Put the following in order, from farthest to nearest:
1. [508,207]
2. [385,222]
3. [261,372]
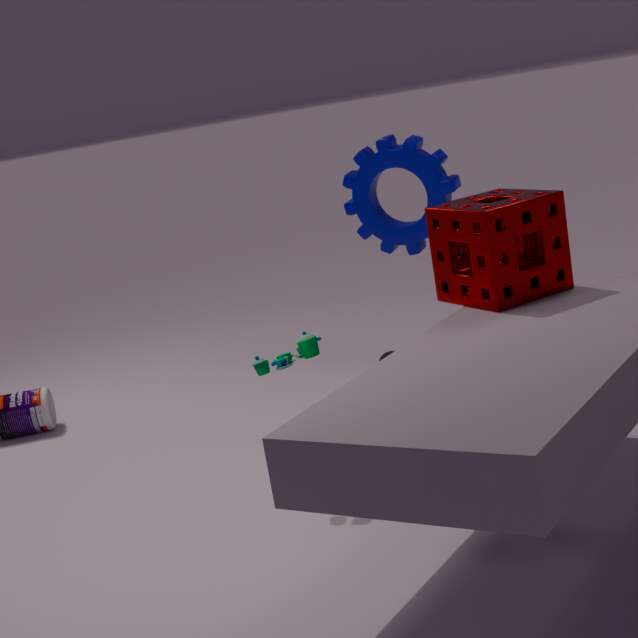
[385,222] < [261,372] < [508,207]
